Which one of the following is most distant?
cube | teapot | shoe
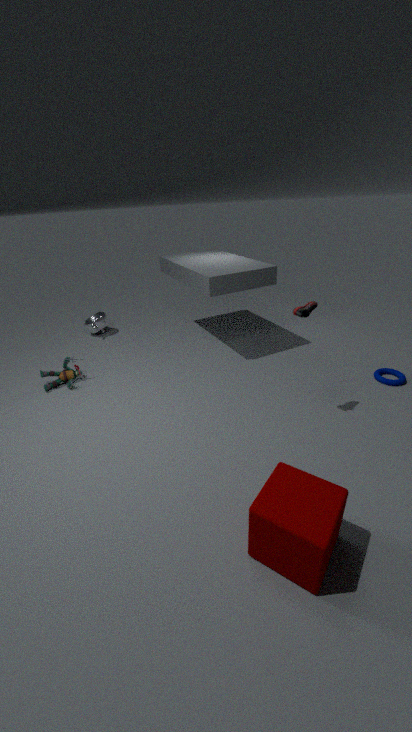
teapot
